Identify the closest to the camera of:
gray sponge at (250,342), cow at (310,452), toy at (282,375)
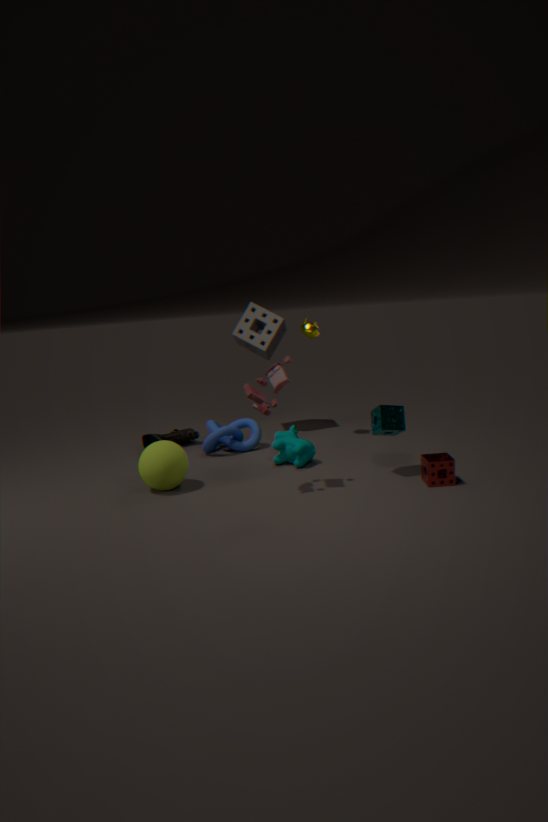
toy at (282,375)
